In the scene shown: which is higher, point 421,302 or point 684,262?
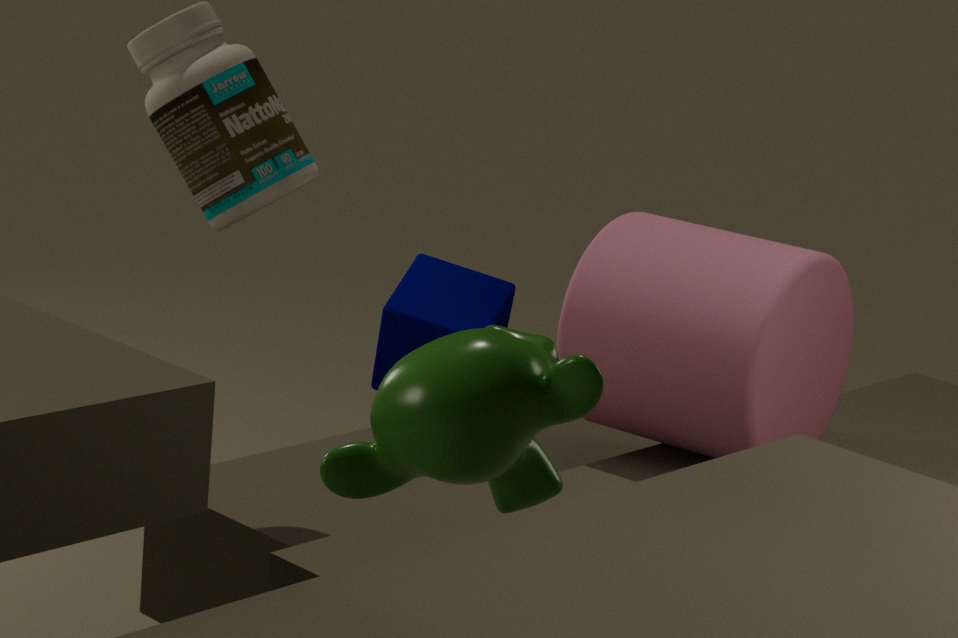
point 684,262
